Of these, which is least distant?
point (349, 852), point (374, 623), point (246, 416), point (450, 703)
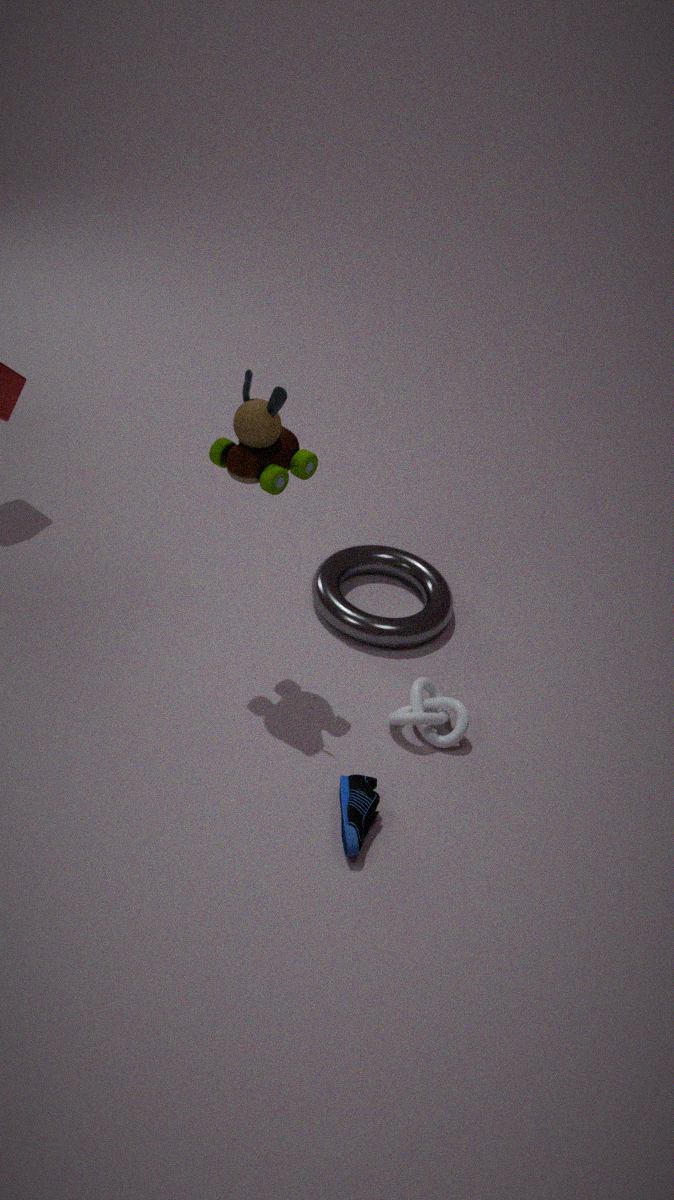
point (349, 852)
